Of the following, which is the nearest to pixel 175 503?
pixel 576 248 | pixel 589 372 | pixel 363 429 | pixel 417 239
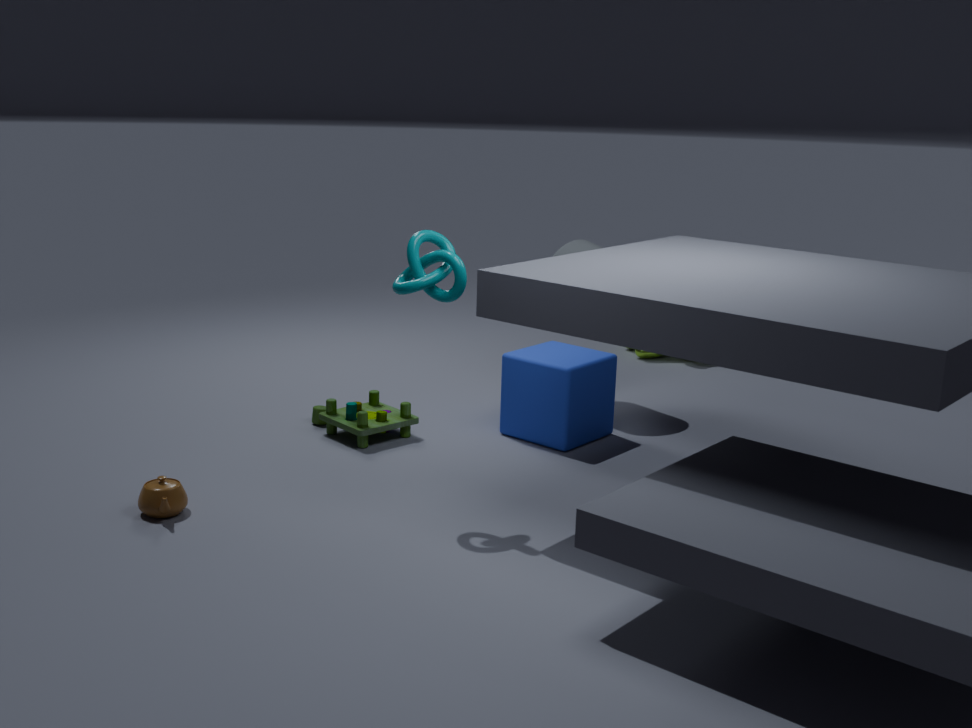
pixel 363 429
